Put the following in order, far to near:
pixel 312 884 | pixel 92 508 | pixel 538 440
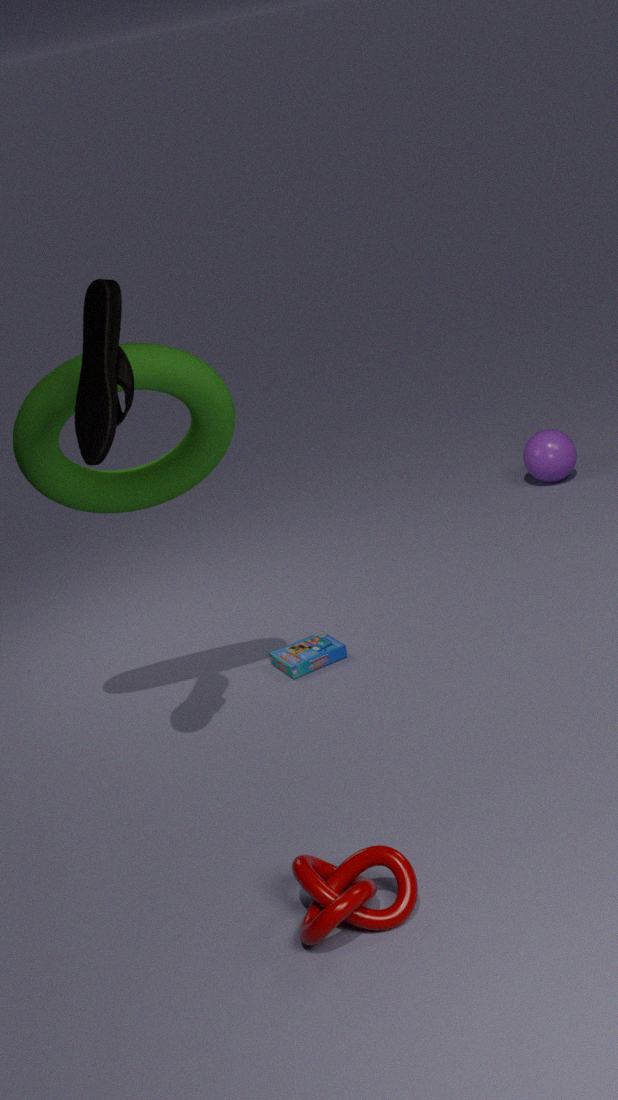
1. pixel 538 440
2. pixel 92 508
3. pixel 312 884
